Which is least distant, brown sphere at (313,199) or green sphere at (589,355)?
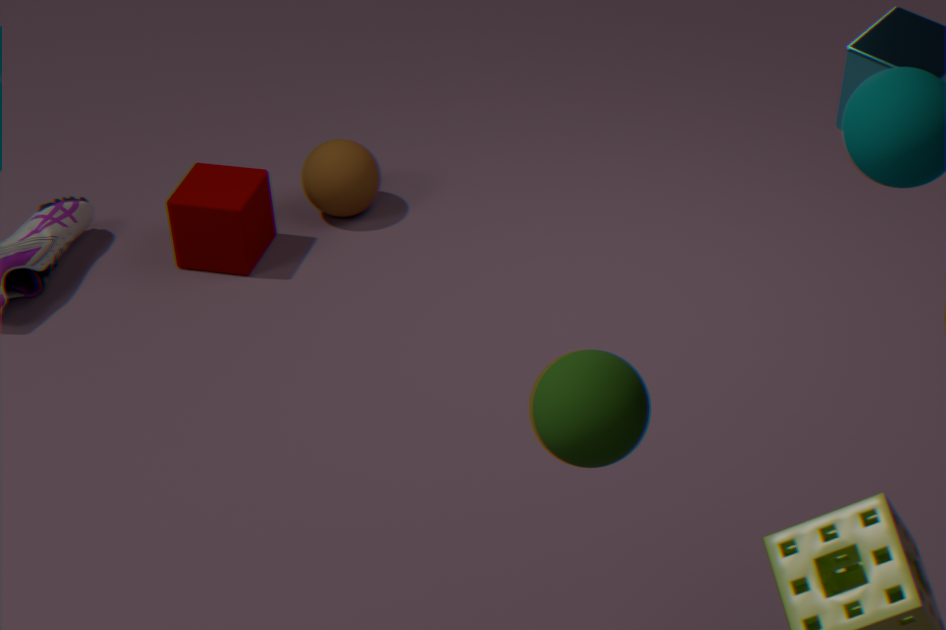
green sphere at (589,355)
